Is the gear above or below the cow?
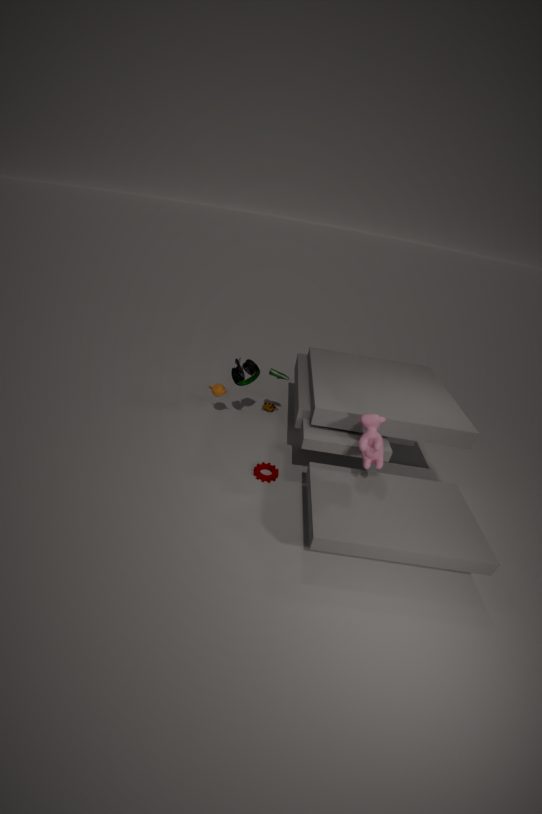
below
